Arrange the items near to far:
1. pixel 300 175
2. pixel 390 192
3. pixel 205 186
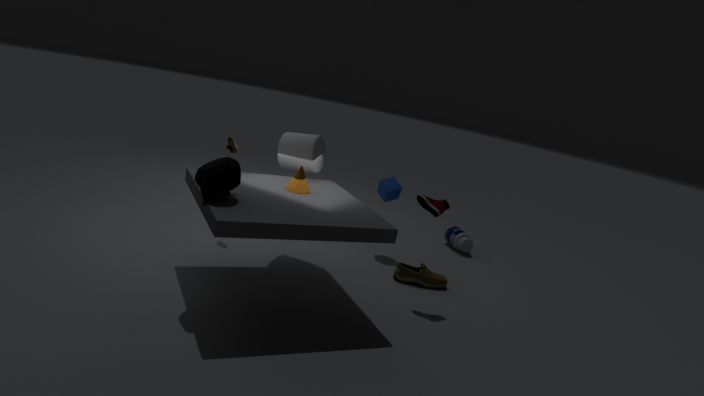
pixel 205 186, pixel 300 175, pixel 390 192
